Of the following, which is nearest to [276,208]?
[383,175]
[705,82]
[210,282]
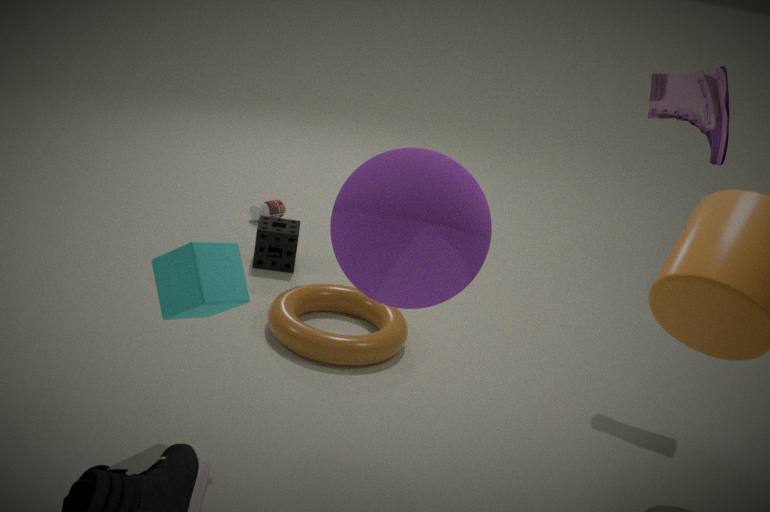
[210,282]
